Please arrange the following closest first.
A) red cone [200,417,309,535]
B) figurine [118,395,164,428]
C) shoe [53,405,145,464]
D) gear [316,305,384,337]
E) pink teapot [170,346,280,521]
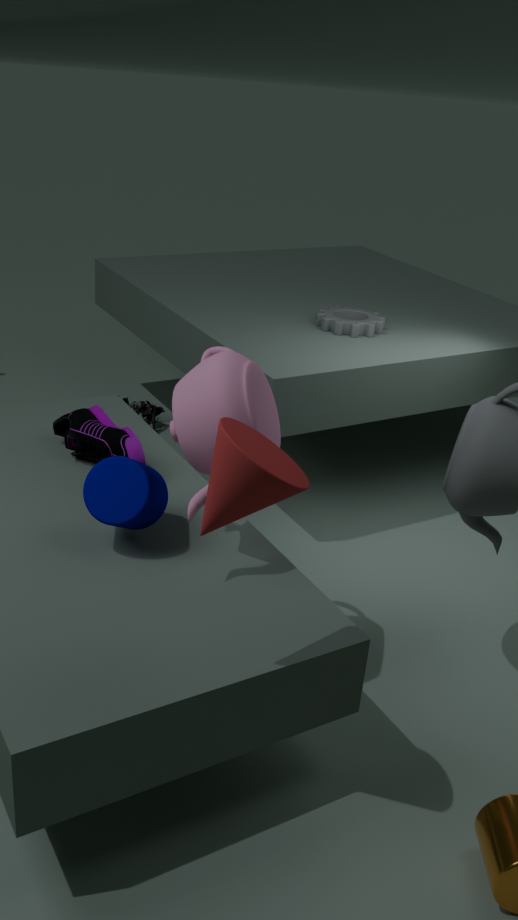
red cone [200,417,309,535] < pink teapot [170,346,280,521] < shoe [53,405,145,464] < gear [316,305,384,337] < figurine [118,395,164,428]
